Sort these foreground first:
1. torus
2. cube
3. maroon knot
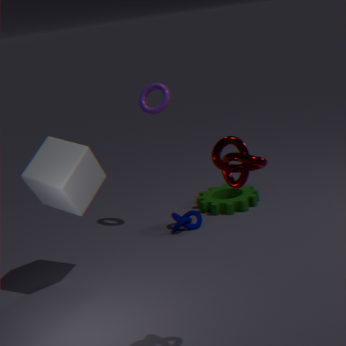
maroon knot < cube < torus
